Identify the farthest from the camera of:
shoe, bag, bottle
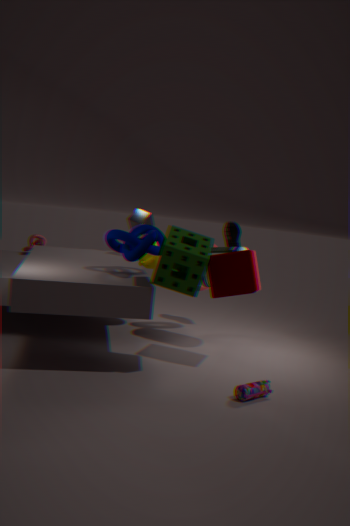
shoe
